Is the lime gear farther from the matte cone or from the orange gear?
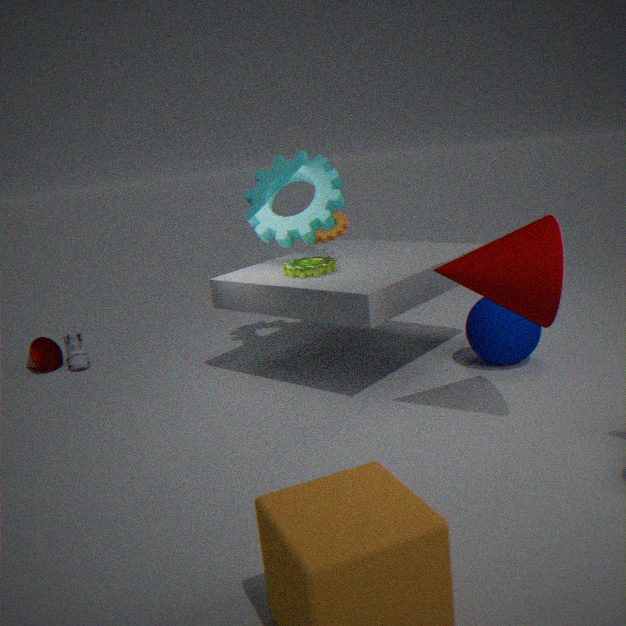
the orange gear
